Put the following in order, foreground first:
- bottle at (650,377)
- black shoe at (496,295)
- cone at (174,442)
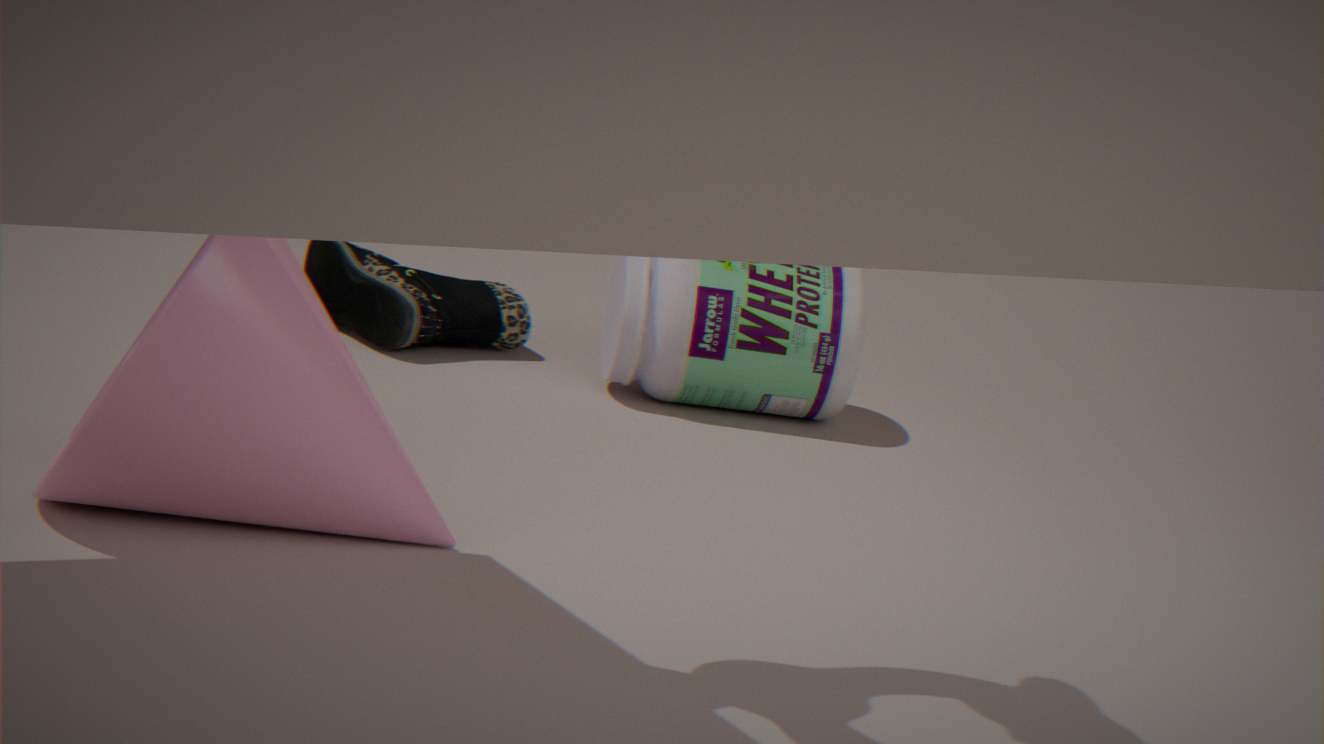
cone at (174,442) < bottle at (650,377) < black shoe at (496,295)
